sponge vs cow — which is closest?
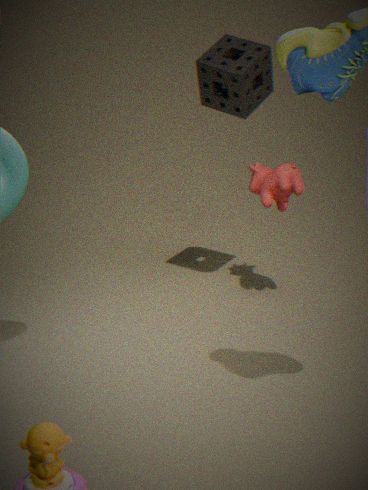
sponge
